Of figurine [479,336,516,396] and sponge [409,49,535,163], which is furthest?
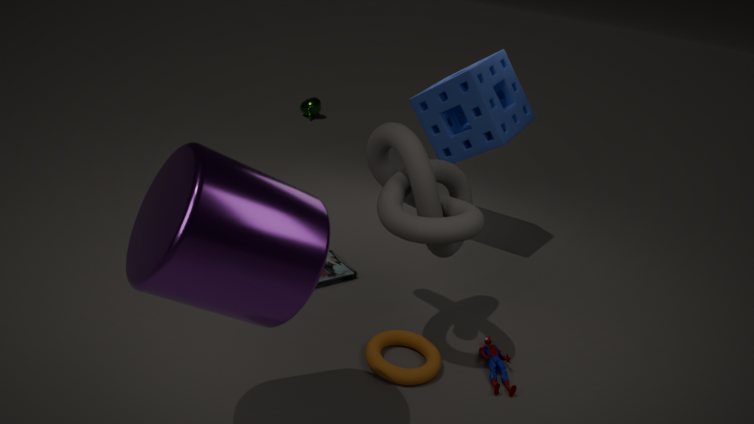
sponge [409,49,535,163]
